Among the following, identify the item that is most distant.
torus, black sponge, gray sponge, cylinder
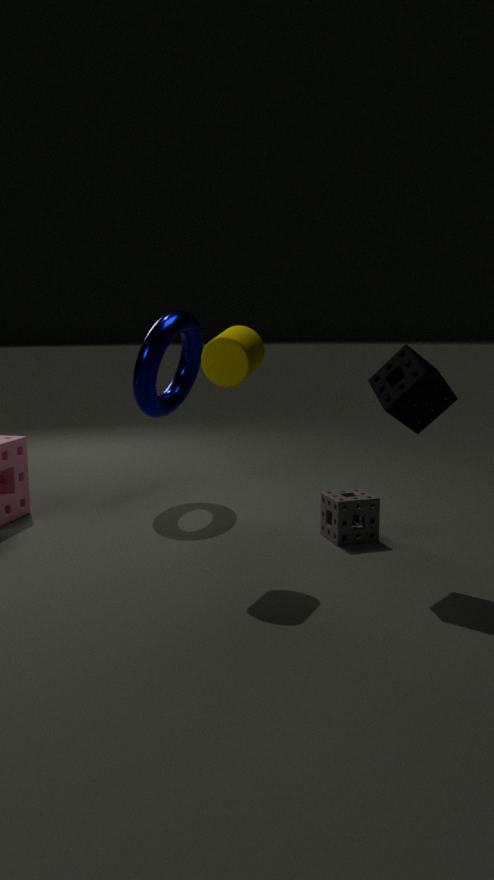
torus
